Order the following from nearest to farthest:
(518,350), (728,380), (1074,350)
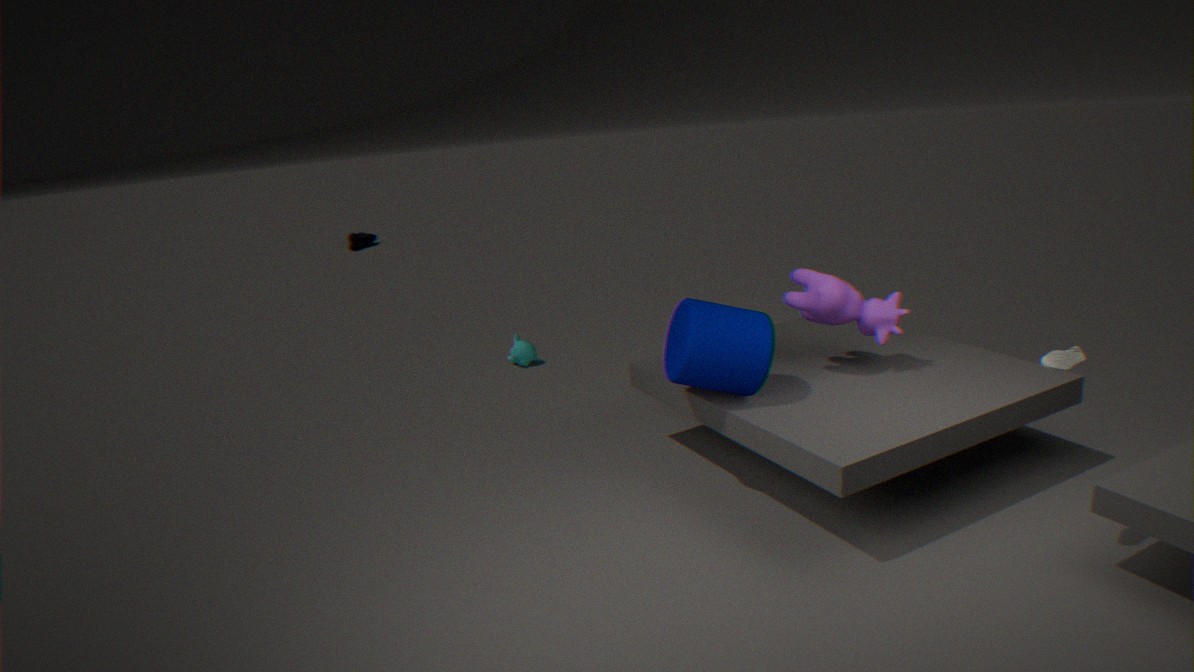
(1074,350), (728,380), (518,350)
